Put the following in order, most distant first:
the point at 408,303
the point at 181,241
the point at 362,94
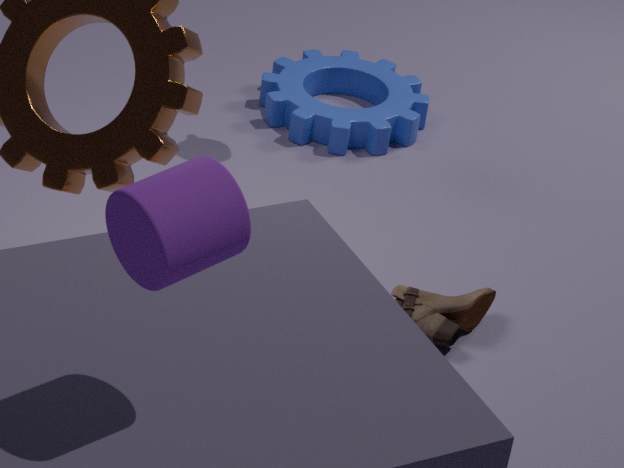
the point at 362,94, the point at 408,303, the point at 181,241
